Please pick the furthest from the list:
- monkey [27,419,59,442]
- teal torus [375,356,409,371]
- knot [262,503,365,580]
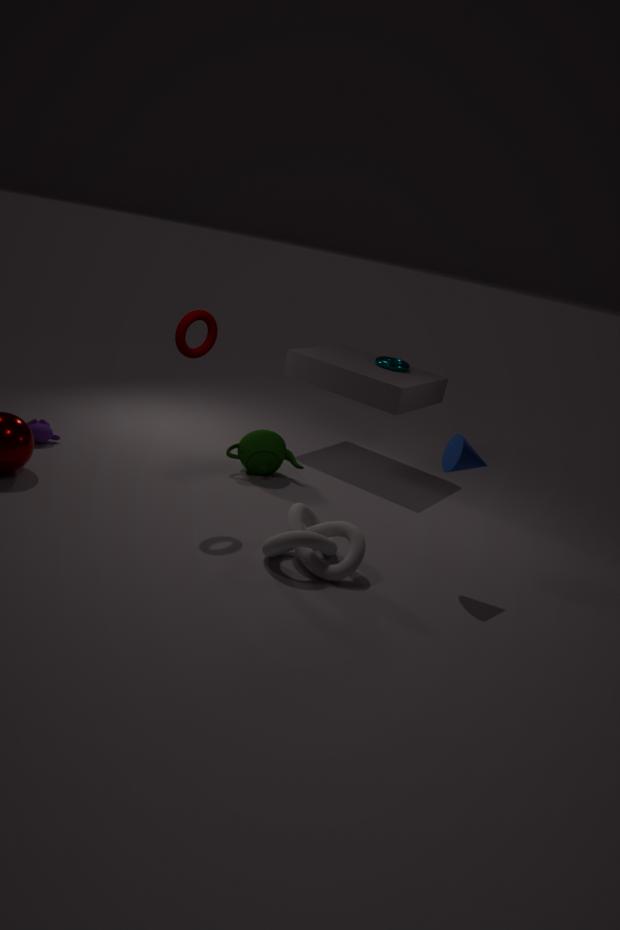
teal torus [375,356,409,371]
